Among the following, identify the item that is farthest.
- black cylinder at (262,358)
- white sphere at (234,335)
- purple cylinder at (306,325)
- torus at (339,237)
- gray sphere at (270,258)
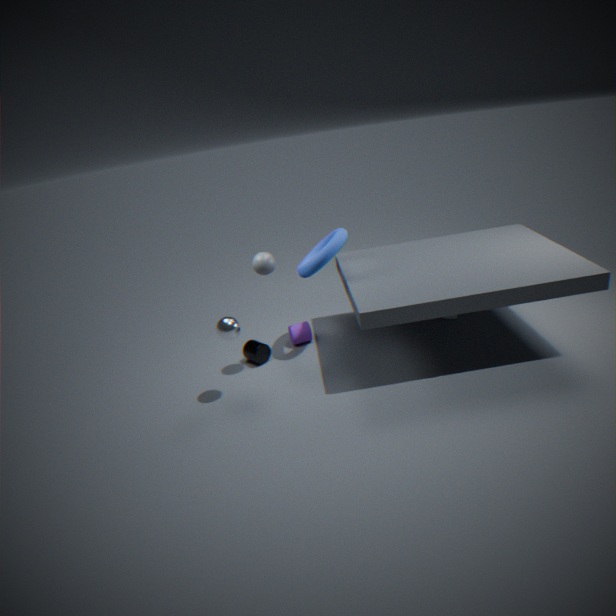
purple cylinder at (306,325)
